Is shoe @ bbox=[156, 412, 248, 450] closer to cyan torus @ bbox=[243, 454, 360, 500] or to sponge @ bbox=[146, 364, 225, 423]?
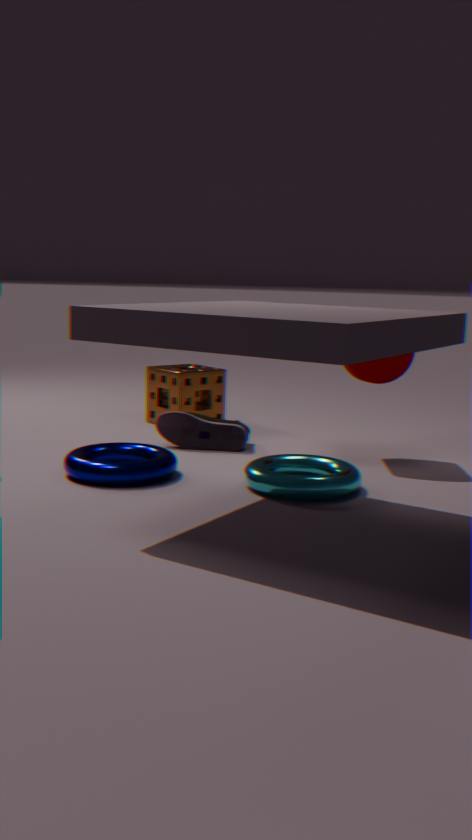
sponge @ bbox=[146, 364, 225, 423]
